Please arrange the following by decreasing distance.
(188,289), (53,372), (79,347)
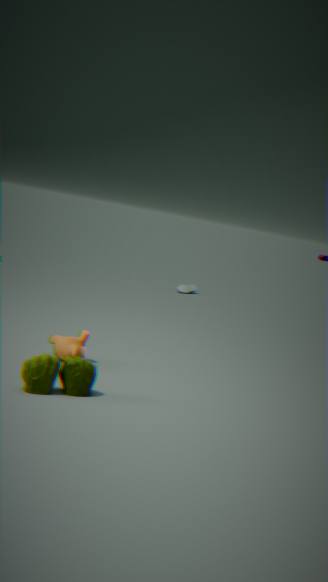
(188,289) < (79,347) < (53,372)
